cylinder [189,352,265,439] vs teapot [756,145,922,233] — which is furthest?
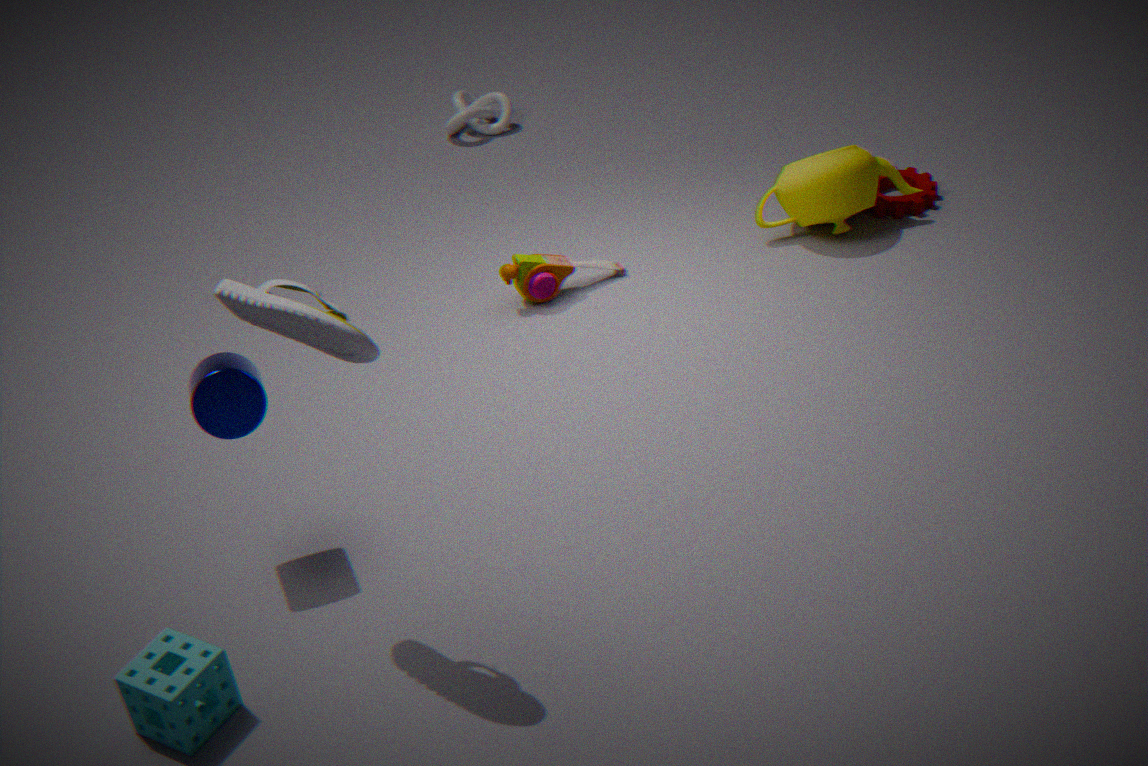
teapot [756,145,922,233]
